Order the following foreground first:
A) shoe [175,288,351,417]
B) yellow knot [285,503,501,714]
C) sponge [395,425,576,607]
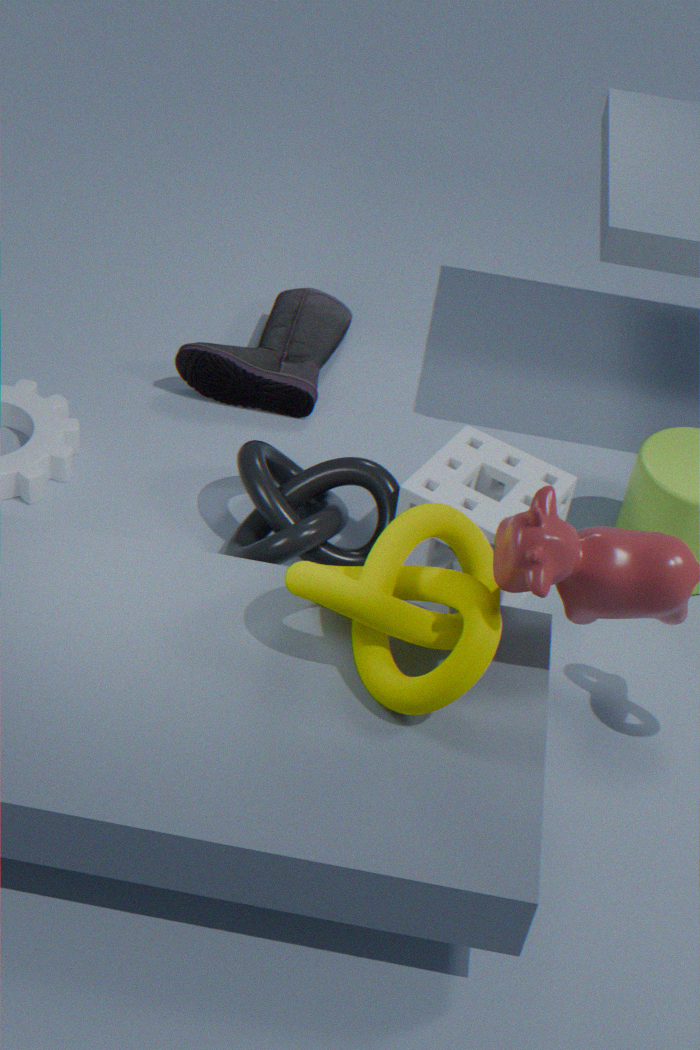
1. yellow knot [285,503,501,714]
2. sponge [395,425,576,607]
3. shoe [175,288,351,417]
